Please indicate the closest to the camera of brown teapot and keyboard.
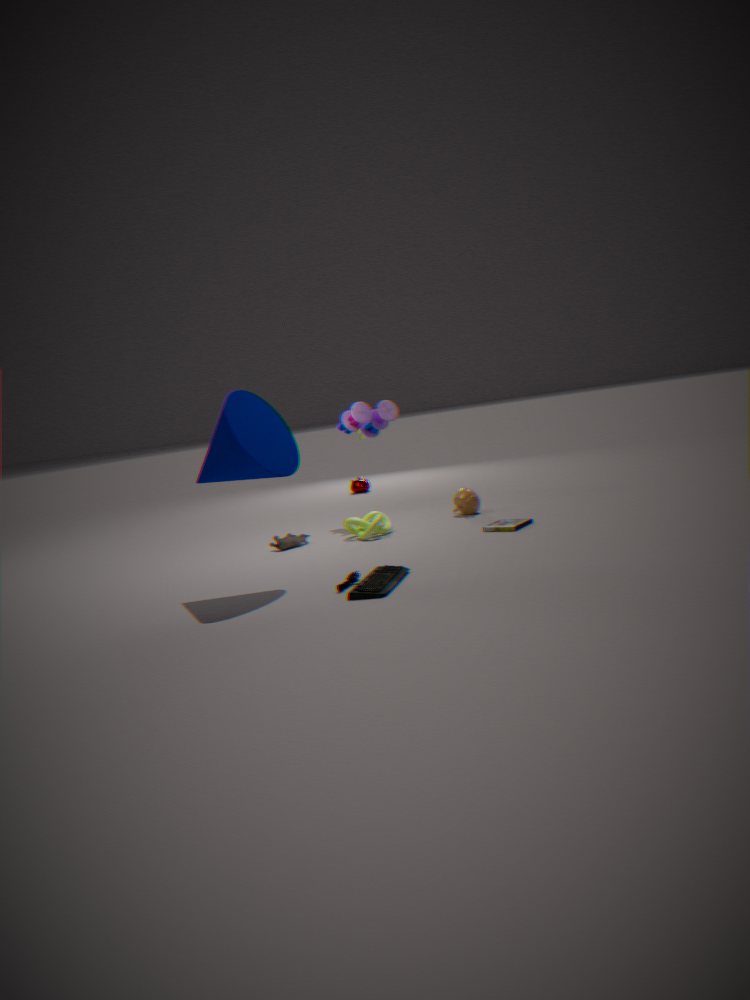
keyboard
